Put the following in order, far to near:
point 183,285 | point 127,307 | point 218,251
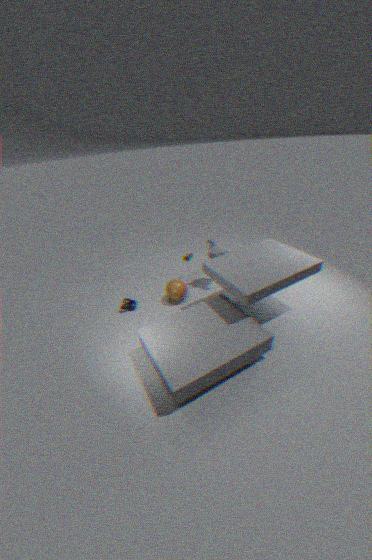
point 218,251, point 127,307, point 183,285
